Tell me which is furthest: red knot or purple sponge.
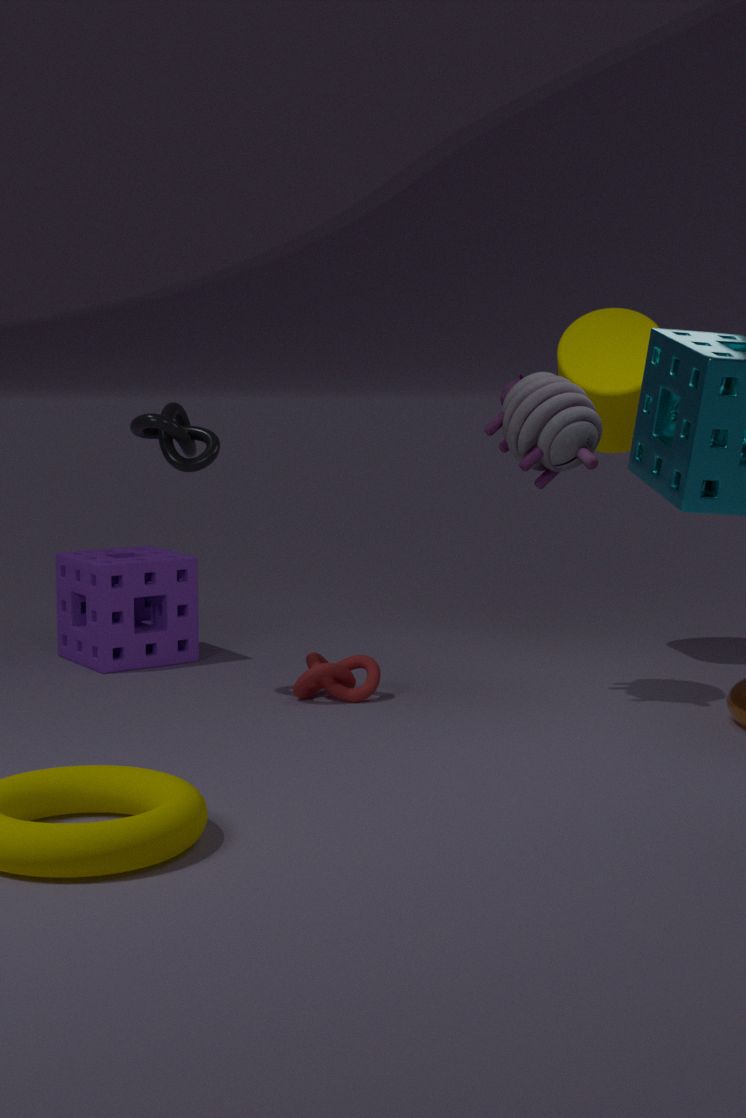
purple sponge
